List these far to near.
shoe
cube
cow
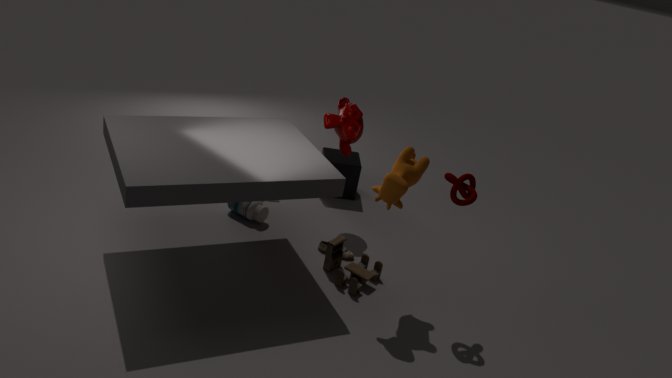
cube
shoe
cow
